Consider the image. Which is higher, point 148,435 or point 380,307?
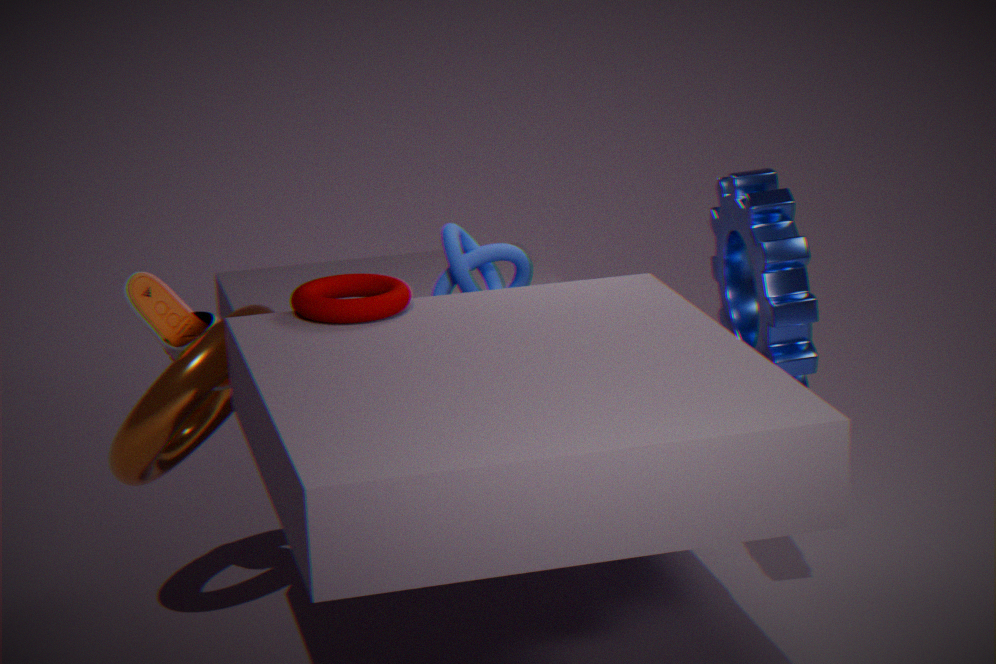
point 380,307
